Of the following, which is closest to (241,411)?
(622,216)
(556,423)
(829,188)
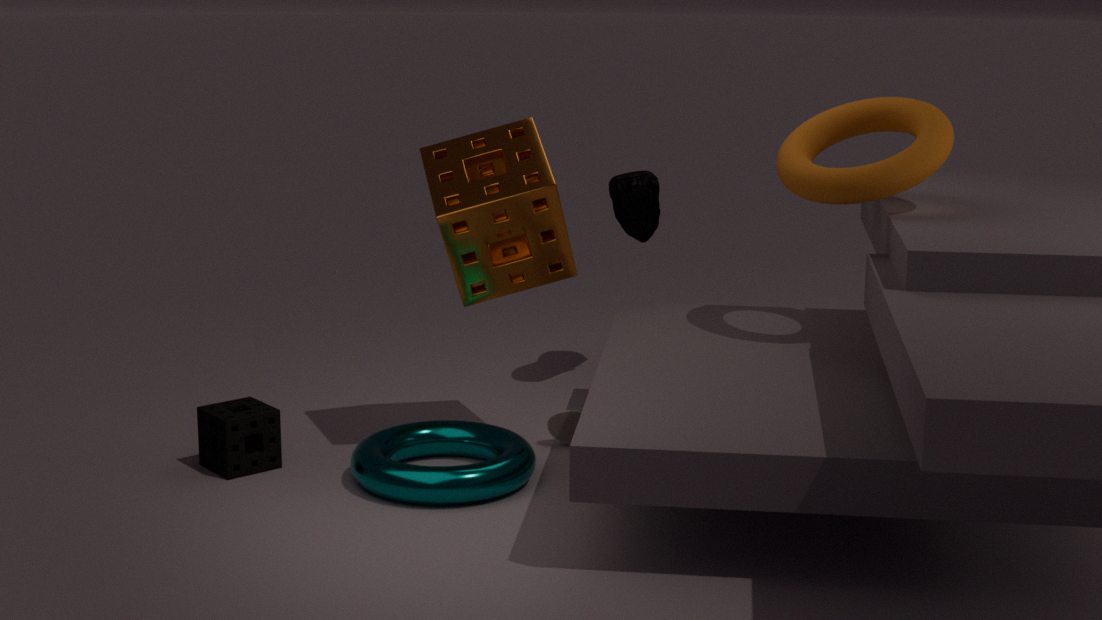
(556,423)
